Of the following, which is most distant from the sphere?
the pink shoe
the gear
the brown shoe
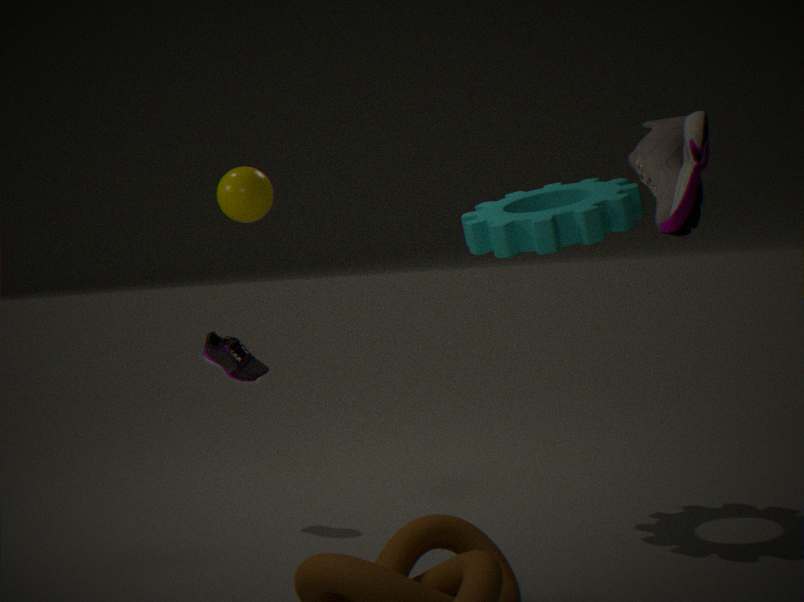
the brown shoe
